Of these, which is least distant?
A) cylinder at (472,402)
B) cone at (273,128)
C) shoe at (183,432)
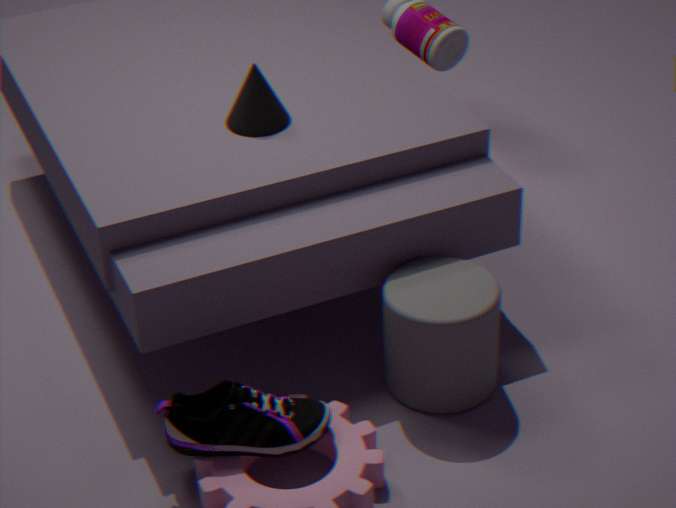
shoe at (183,432)
